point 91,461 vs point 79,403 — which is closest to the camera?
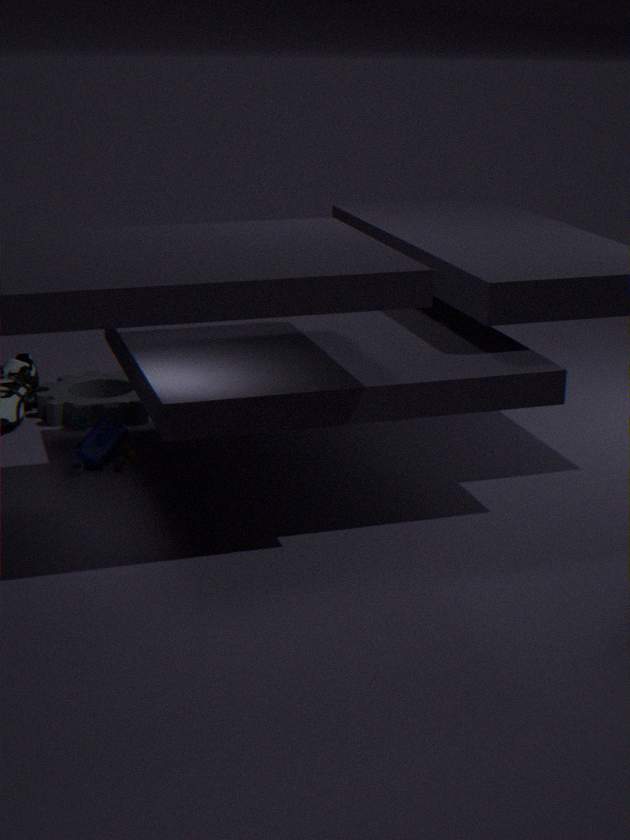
point 91,461
